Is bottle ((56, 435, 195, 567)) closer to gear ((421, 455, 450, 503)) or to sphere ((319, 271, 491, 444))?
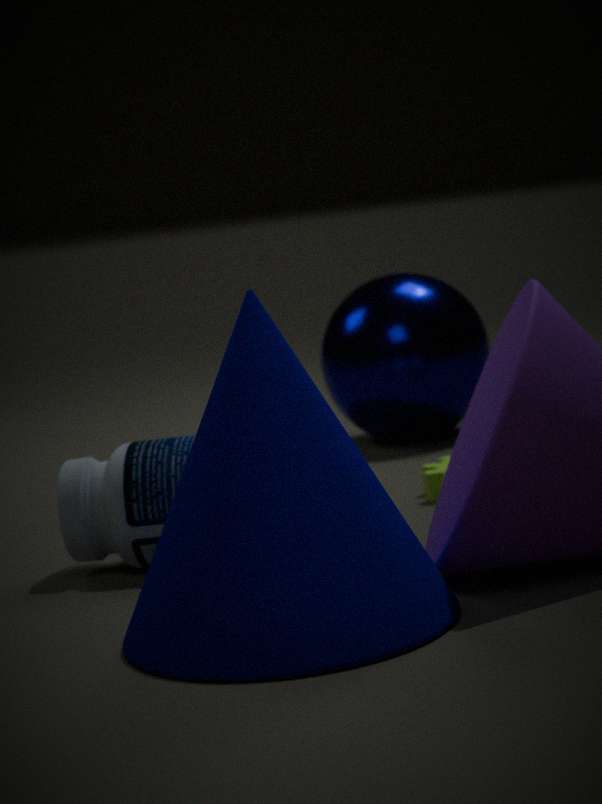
gear ((421, 455, 450, 503))
